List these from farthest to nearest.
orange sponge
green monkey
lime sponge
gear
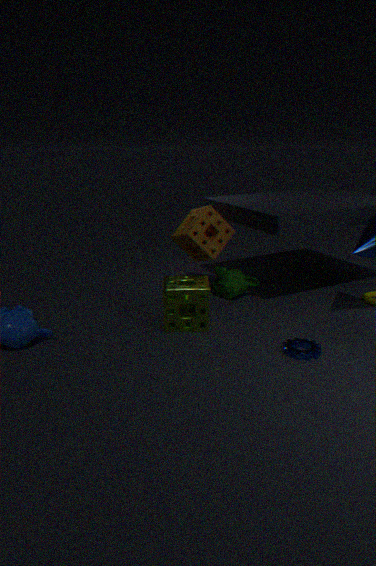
green monkey
orange sponge
lime sponge
gear
